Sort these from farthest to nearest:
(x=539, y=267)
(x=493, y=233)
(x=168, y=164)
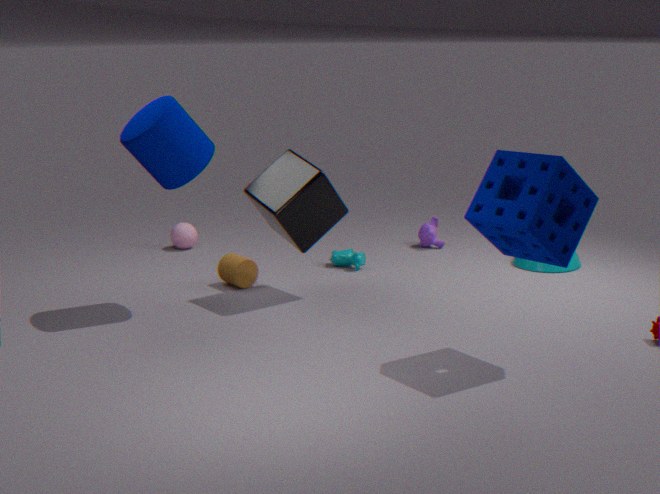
(x=539, y=267) → (x=168, y=164) → (x=493, y=233)
